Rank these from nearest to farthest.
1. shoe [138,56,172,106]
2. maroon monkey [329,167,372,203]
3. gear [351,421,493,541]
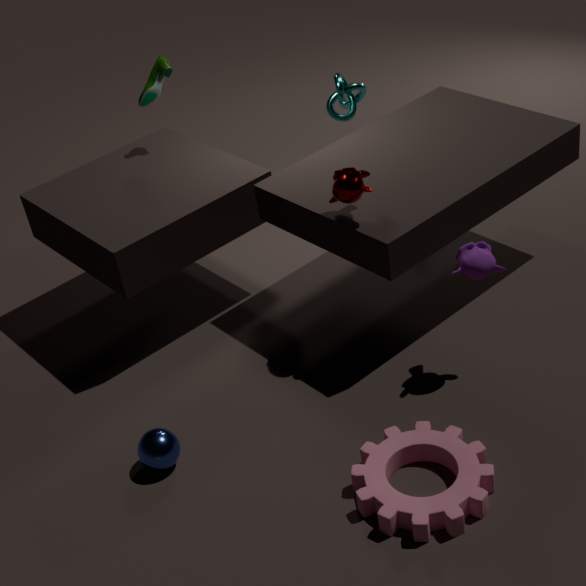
gear [351,421,493,541] < maroon monkey [329,167,372,203] < shoe [138,56,172,106]
